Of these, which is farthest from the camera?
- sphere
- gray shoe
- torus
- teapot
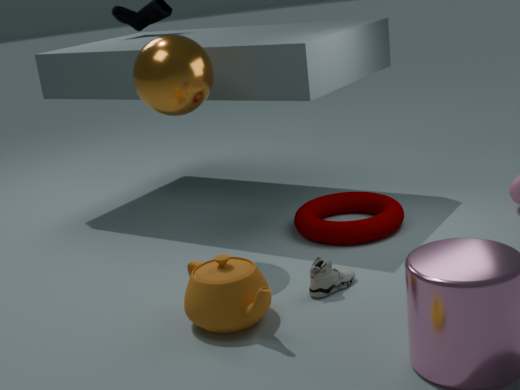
torus
